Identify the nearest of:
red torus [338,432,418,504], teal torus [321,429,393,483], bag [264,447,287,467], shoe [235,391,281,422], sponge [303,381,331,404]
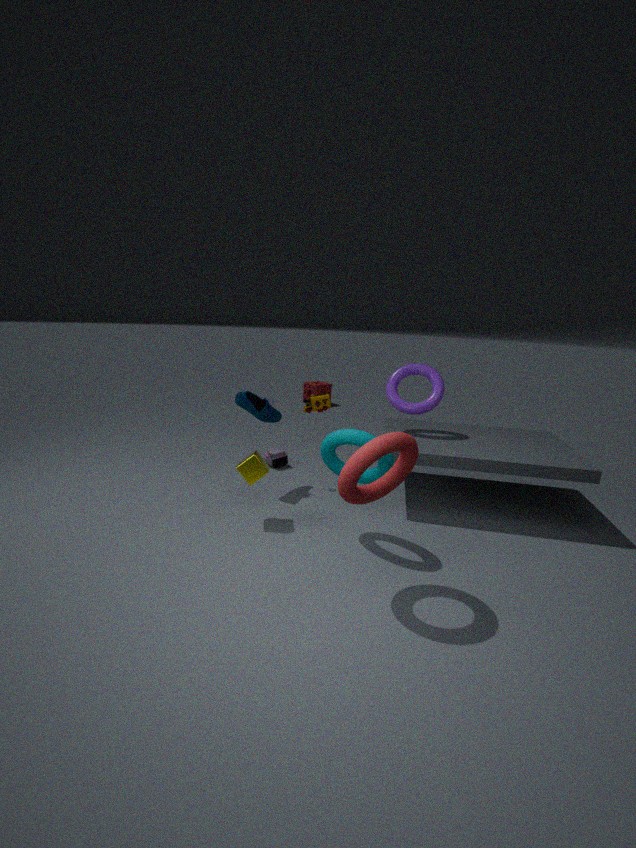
red torus [338,432,418,504]
